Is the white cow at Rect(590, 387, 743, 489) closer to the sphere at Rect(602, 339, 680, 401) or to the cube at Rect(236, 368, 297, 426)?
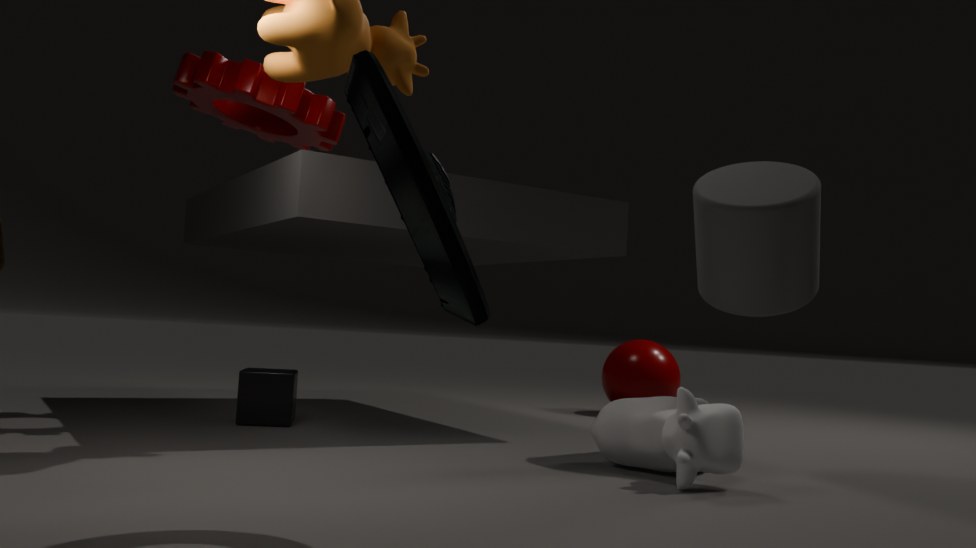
the cube at Rect(236, 368, 297, 426)
